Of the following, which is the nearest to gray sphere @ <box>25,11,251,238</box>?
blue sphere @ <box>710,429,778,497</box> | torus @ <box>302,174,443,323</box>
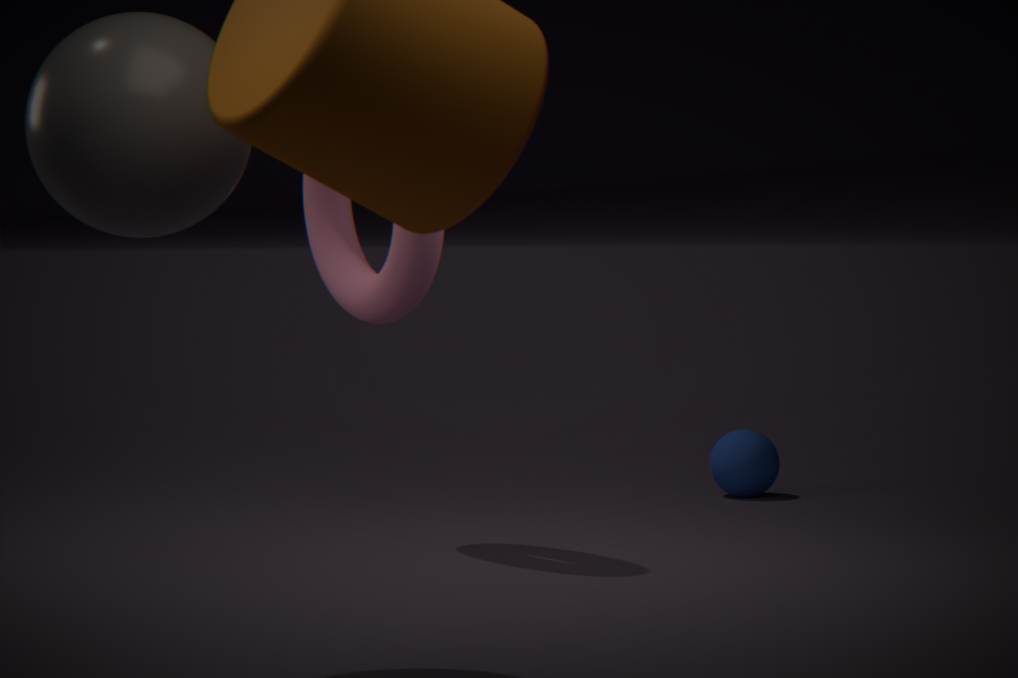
torus @ <box>302,174,443,323</box>
